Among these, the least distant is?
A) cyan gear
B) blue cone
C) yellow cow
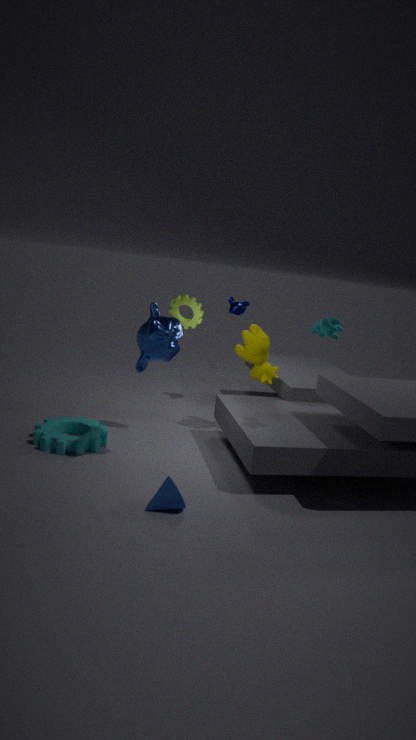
blue cone
